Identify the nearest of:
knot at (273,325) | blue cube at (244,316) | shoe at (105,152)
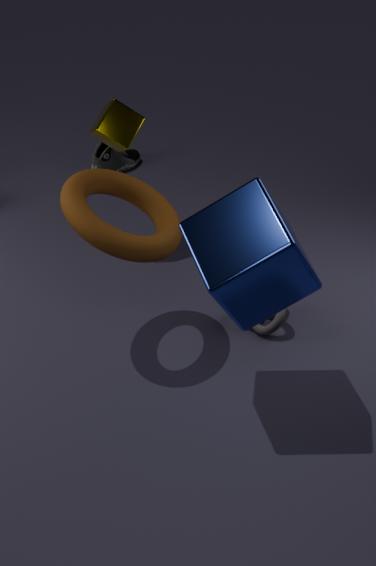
blue cube at (244,316)
